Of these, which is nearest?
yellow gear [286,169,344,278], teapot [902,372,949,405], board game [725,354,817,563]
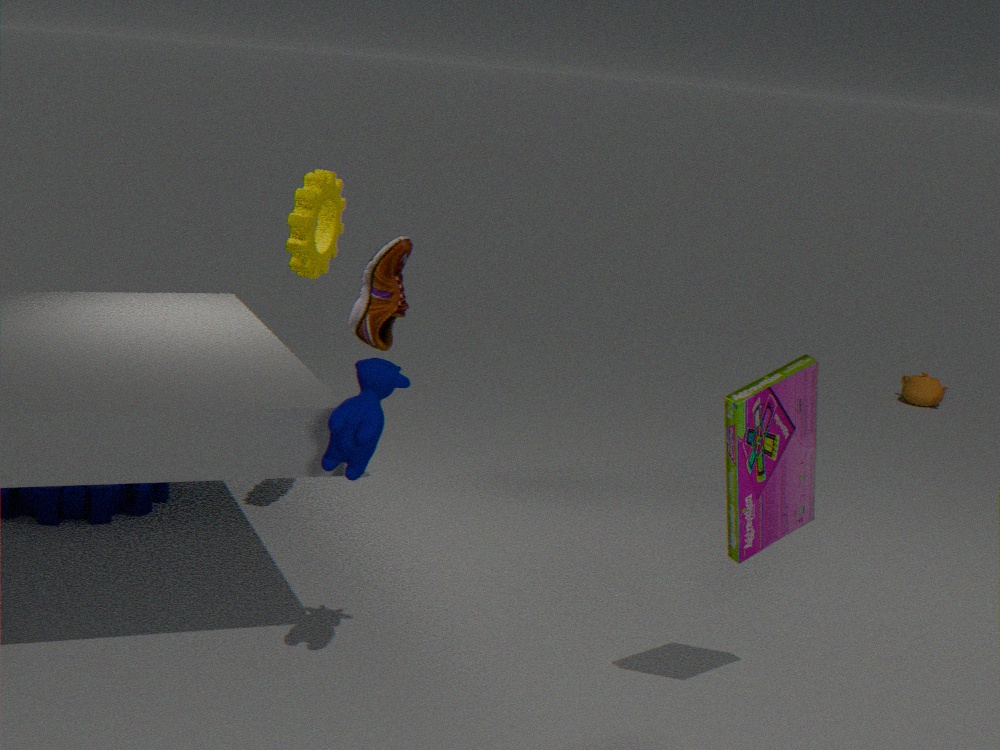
board game [725,354,817,563]
